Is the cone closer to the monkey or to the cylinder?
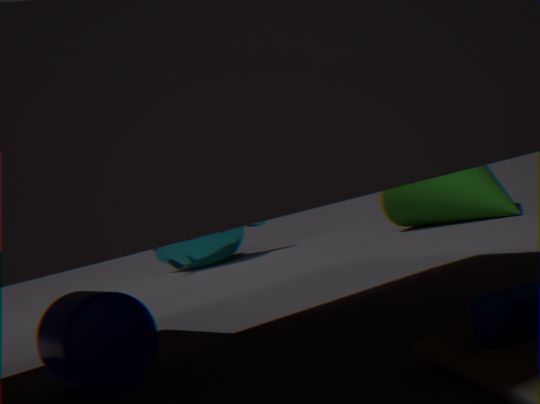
the monkey
